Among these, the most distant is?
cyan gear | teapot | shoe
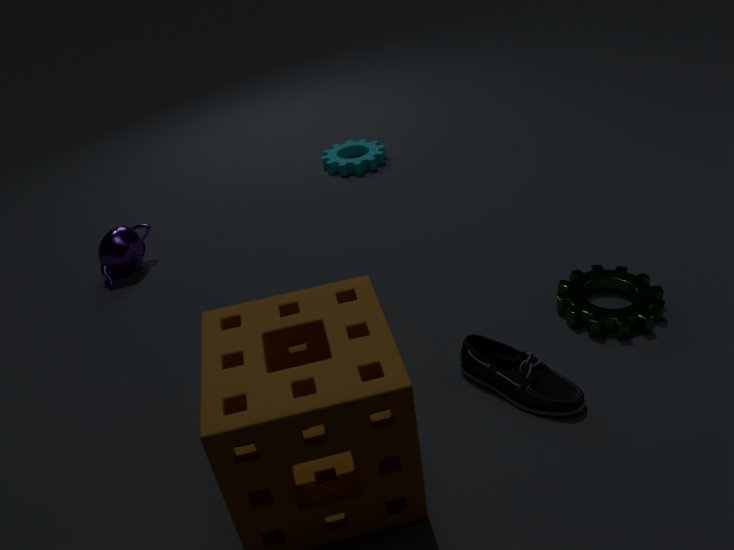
cyan gear
